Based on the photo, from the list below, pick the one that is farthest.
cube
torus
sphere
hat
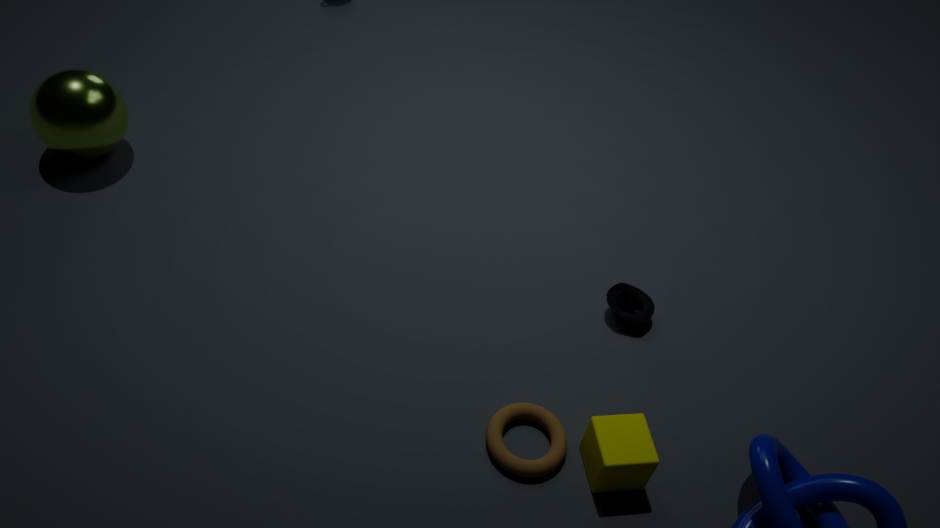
sphere
